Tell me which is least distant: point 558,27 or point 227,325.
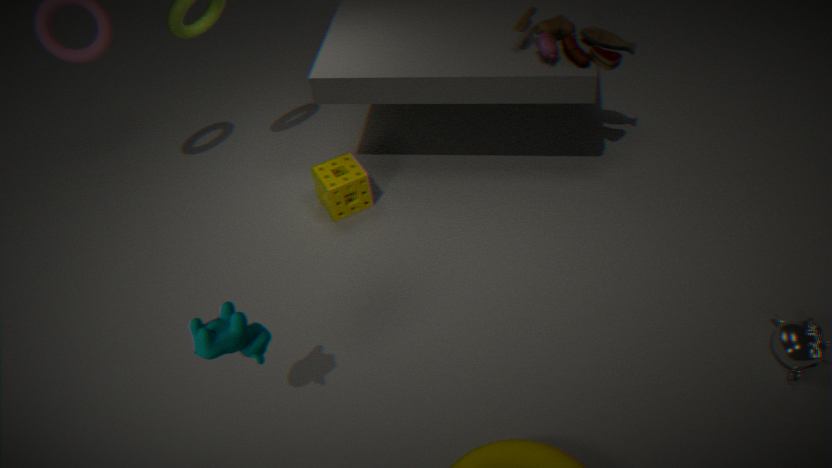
point 227,325
